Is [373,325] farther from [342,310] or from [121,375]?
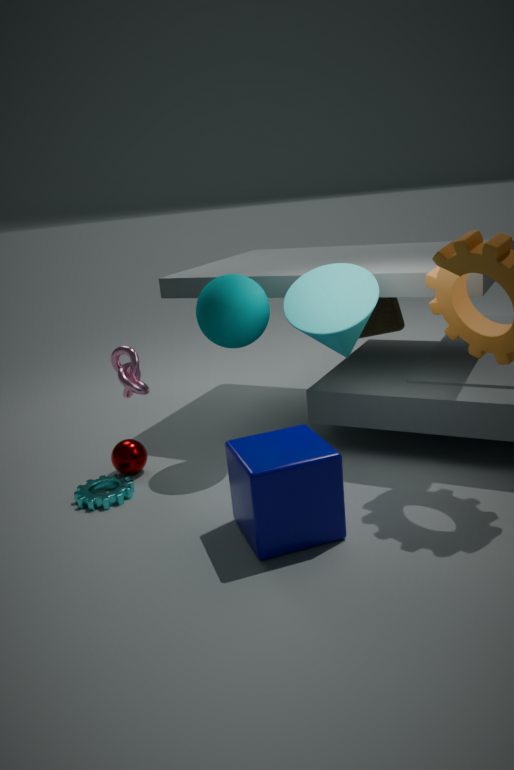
[121,375]
